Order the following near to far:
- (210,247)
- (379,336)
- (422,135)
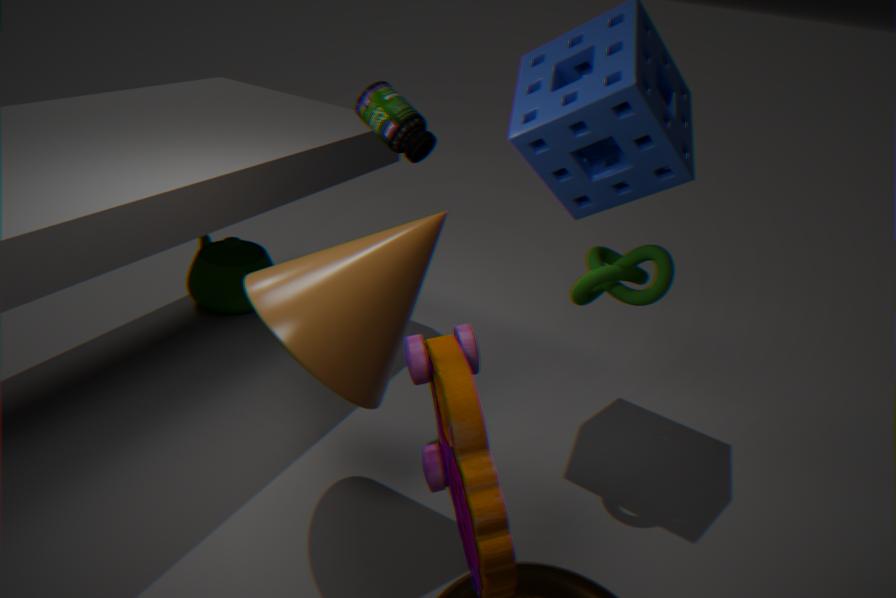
1. (379,336)
2. (422,135)
3. (210,247)
